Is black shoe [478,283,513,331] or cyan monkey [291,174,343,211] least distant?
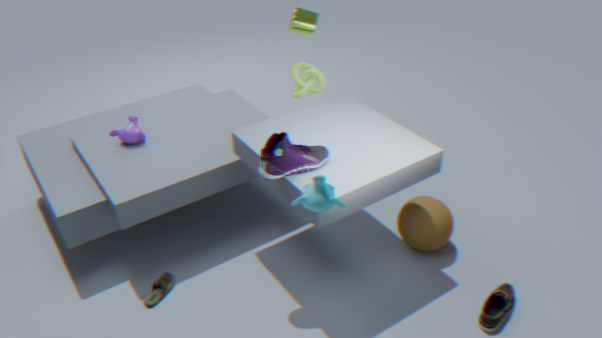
cyan monkey [291,174,343,211]
